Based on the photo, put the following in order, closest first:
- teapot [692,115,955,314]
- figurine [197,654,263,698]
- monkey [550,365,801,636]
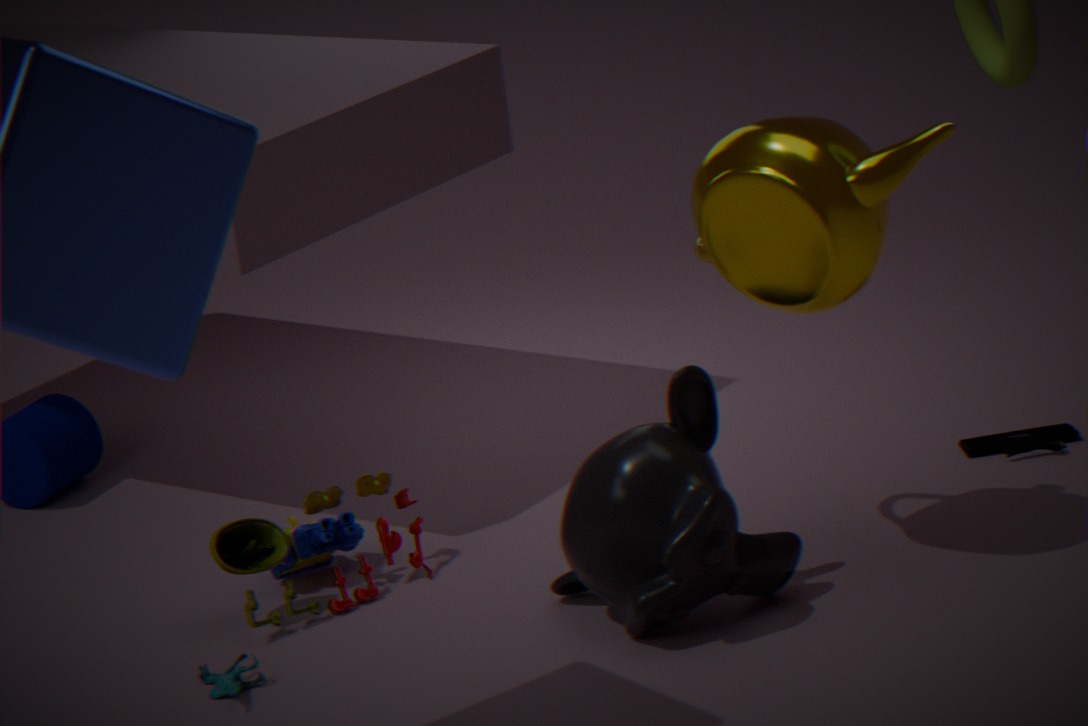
1. teapot [692,115,955,314]
2. monkey [550,365,801,636]
3. figurine [197,654,263,698]
